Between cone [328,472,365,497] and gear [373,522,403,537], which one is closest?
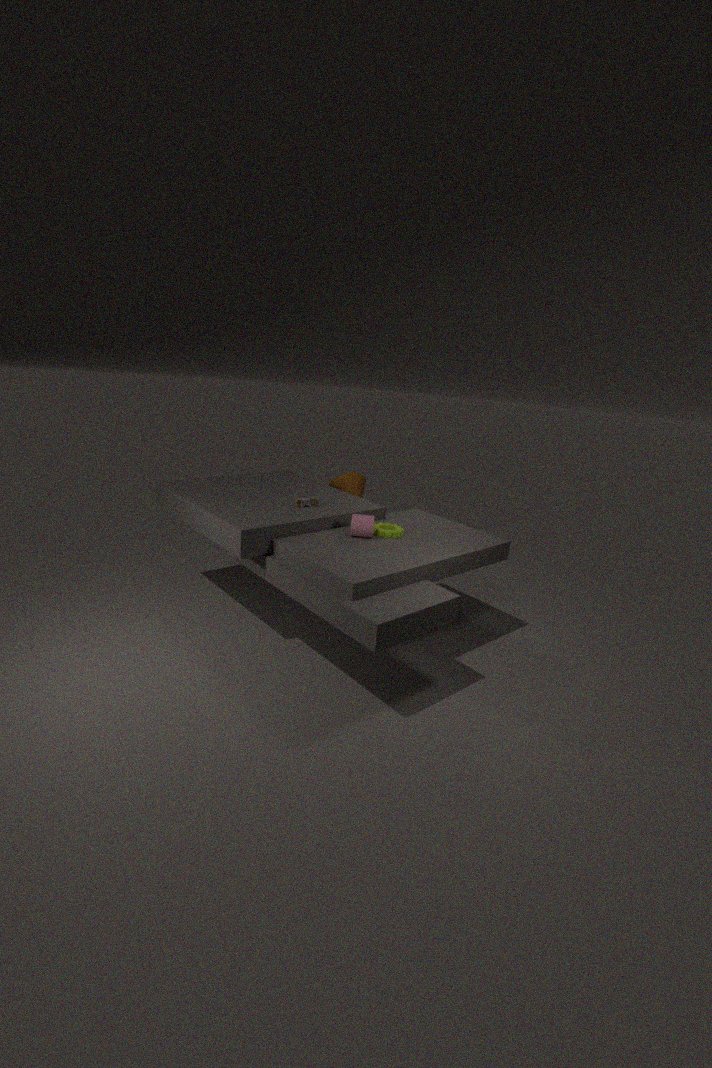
gear [373,522,403,537]
